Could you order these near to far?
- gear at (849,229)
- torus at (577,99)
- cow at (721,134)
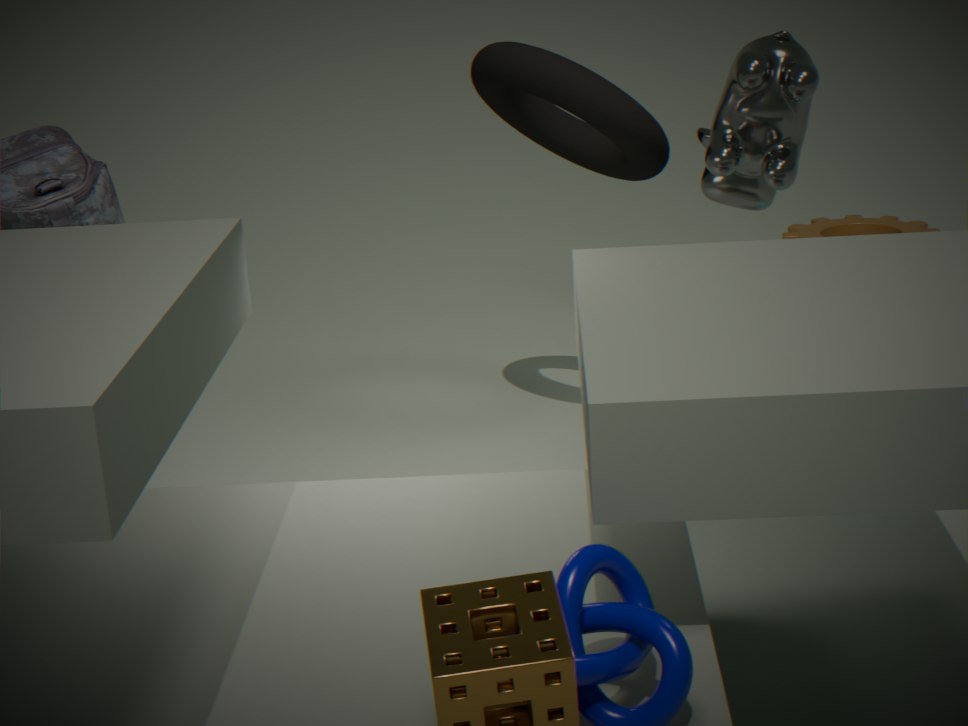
cow at (721,134)
torus at (577,99)
gear at (849,229)
